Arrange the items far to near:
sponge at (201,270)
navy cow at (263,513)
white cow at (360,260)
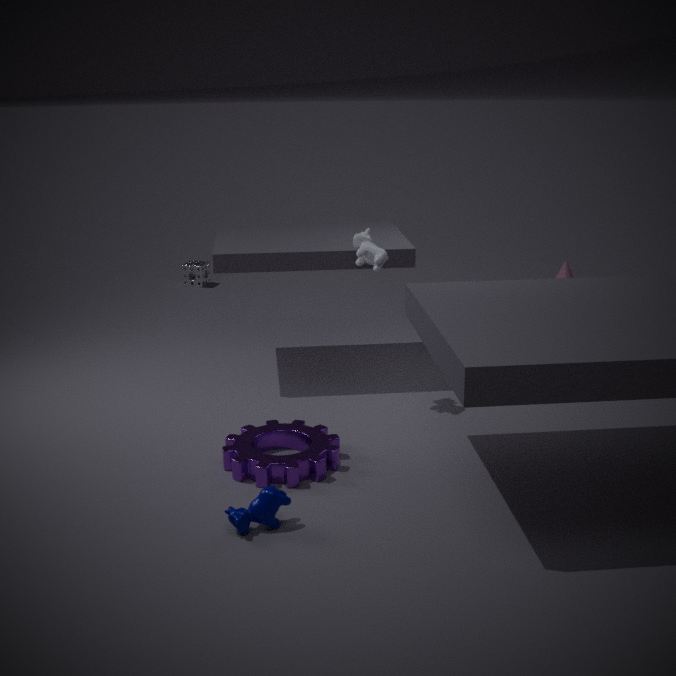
sponge at (201,270) → white cow at (360,260) → navy cow at (263,513)
